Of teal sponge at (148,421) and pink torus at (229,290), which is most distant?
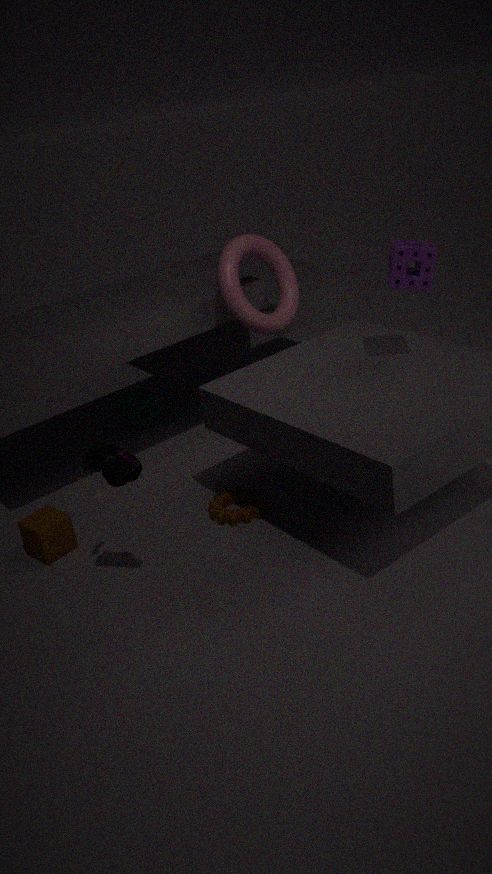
teal sponge at (148,421)
